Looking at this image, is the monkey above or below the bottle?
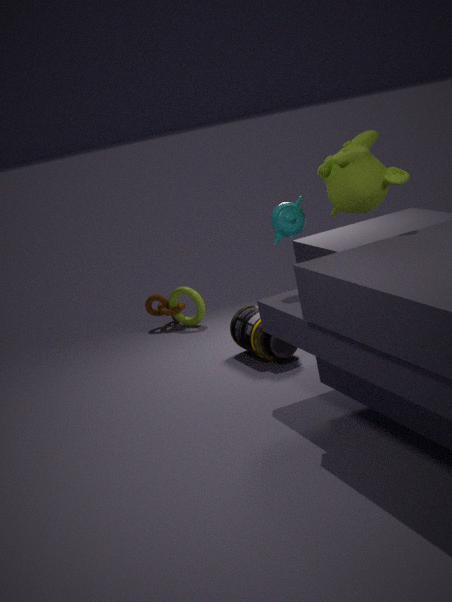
above
